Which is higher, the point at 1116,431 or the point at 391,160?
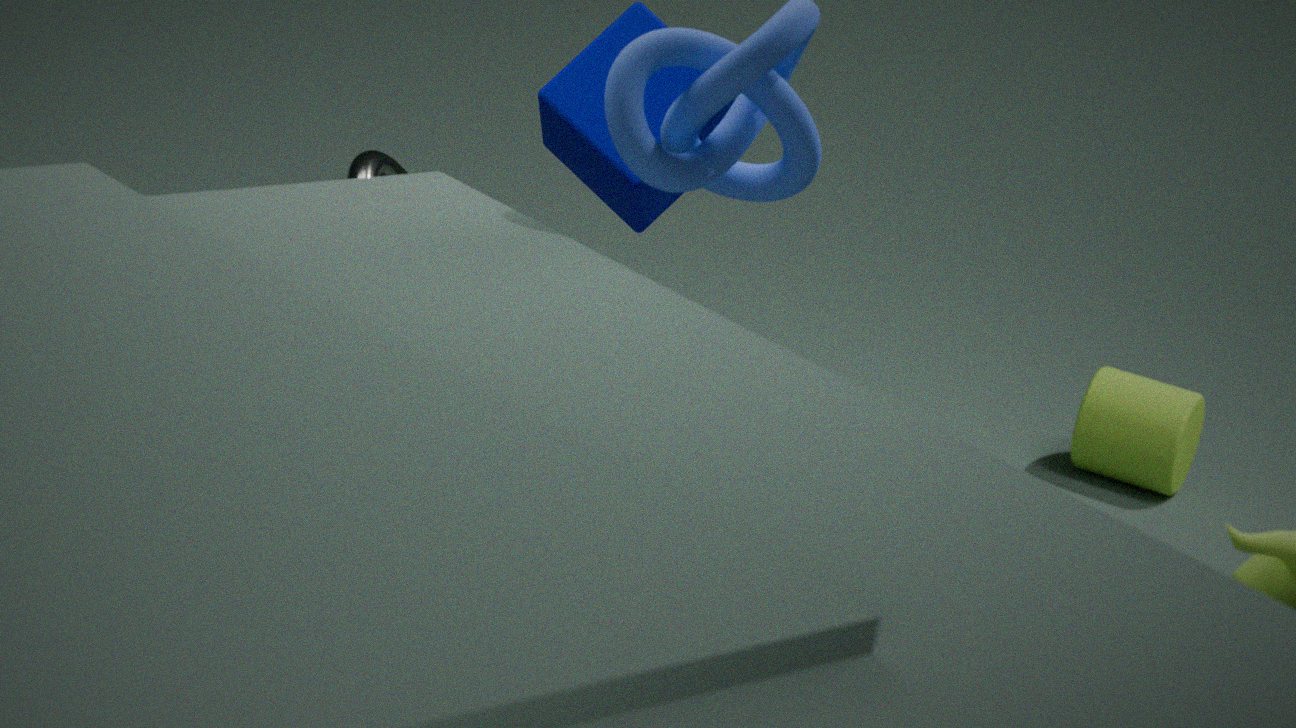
the point at 391,160
